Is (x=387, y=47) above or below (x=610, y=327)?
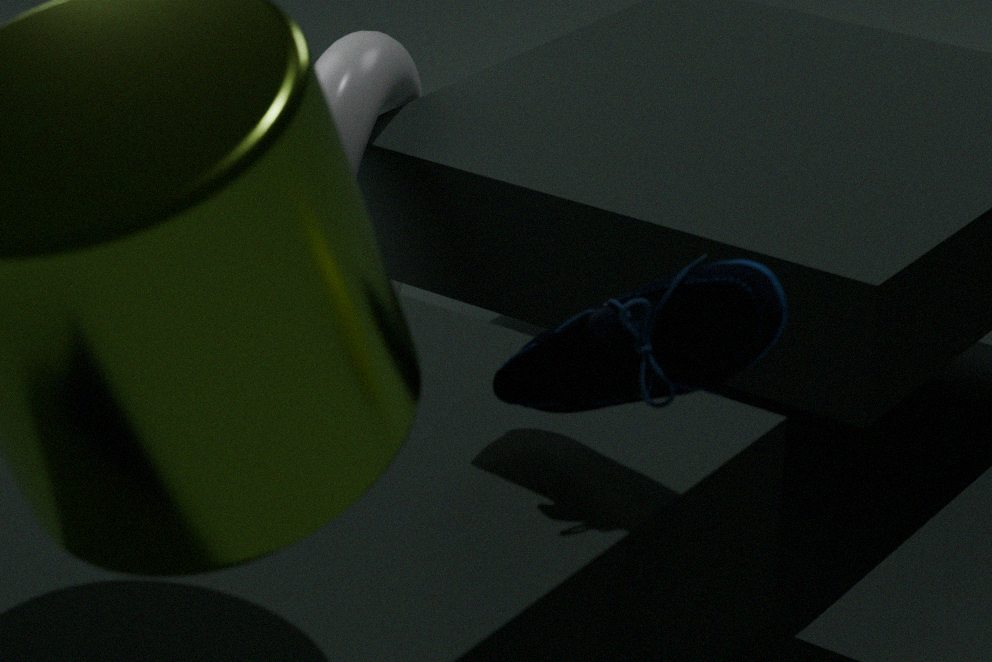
below
